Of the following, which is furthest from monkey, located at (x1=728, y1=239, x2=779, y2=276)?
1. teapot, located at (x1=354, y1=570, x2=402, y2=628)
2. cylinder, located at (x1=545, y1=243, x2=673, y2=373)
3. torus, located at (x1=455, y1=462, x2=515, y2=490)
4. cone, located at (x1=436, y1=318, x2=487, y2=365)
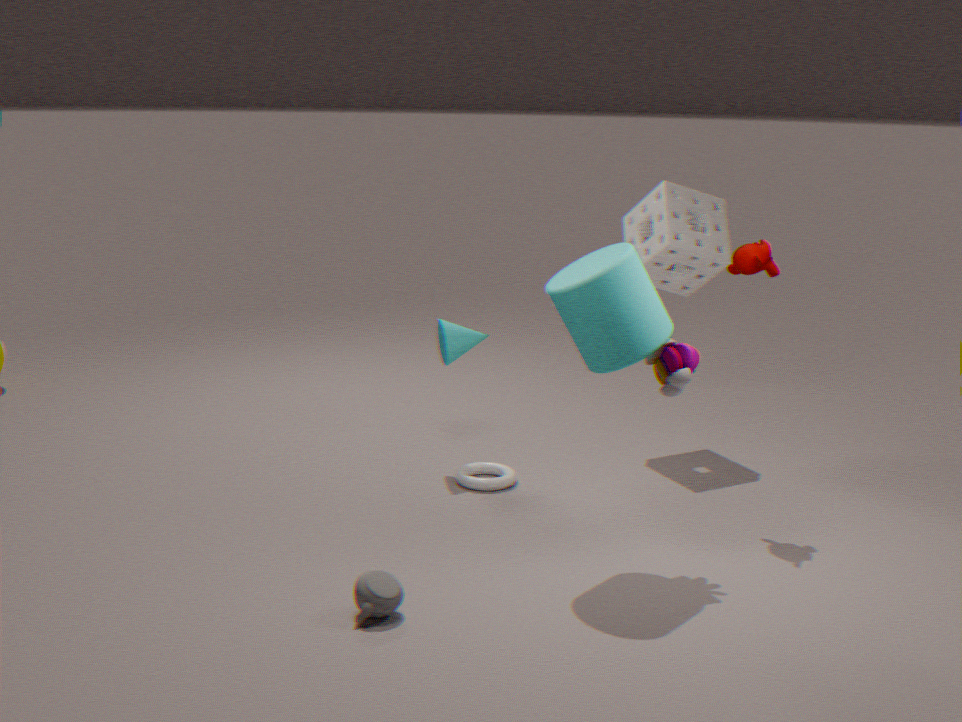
teapot, located at (x1=354, y1=570, x2=402, y2=628)
